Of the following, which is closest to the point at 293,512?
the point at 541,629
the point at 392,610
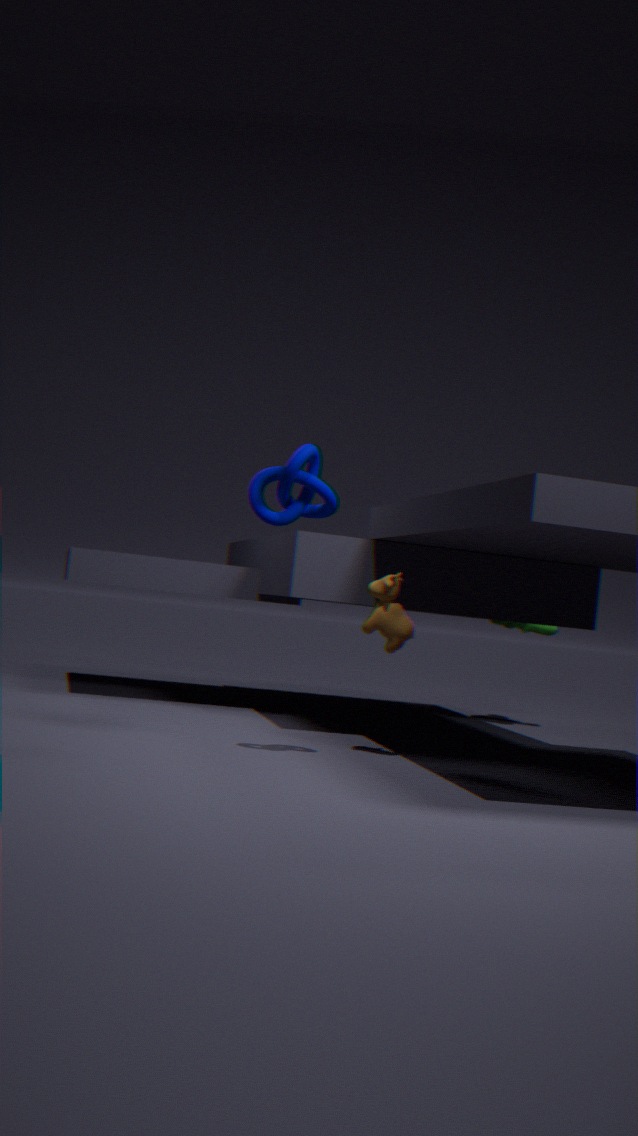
the point at 392,610
